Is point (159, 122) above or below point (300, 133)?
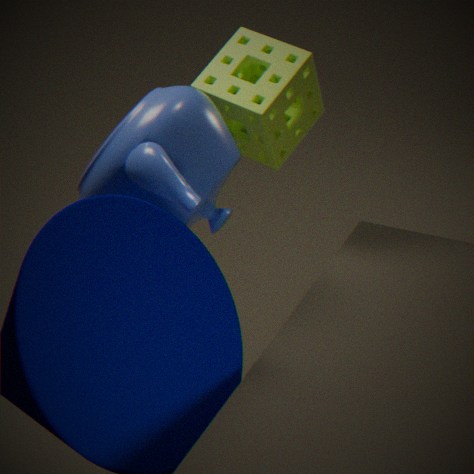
below
